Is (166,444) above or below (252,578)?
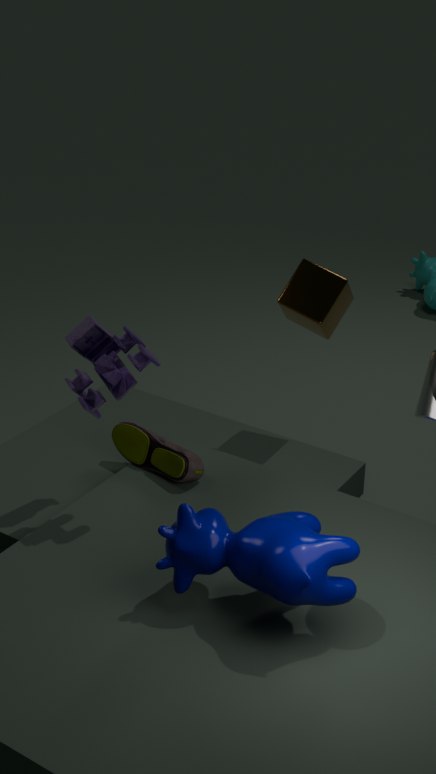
below
